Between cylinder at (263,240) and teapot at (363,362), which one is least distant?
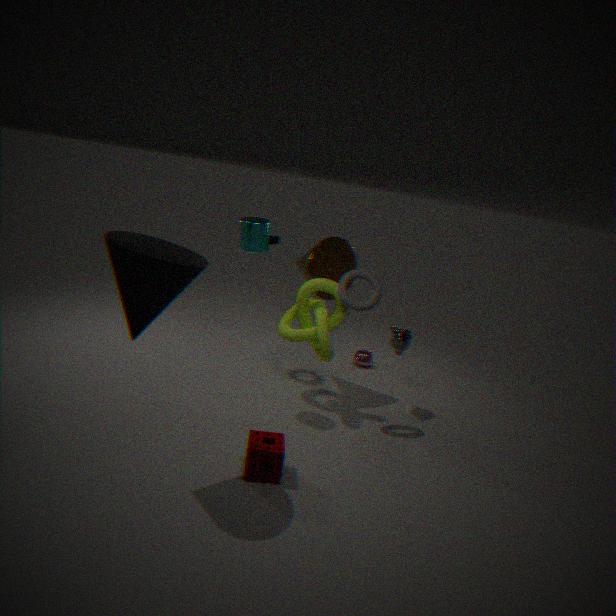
cylinder at (263,240)
